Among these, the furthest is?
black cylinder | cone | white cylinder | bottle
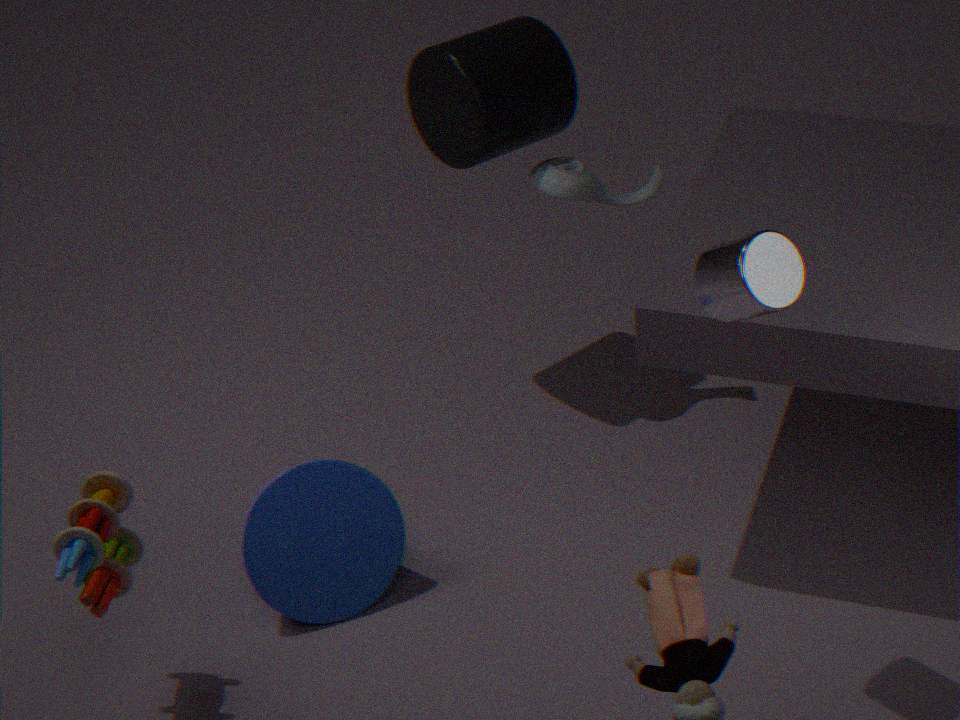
bottle
